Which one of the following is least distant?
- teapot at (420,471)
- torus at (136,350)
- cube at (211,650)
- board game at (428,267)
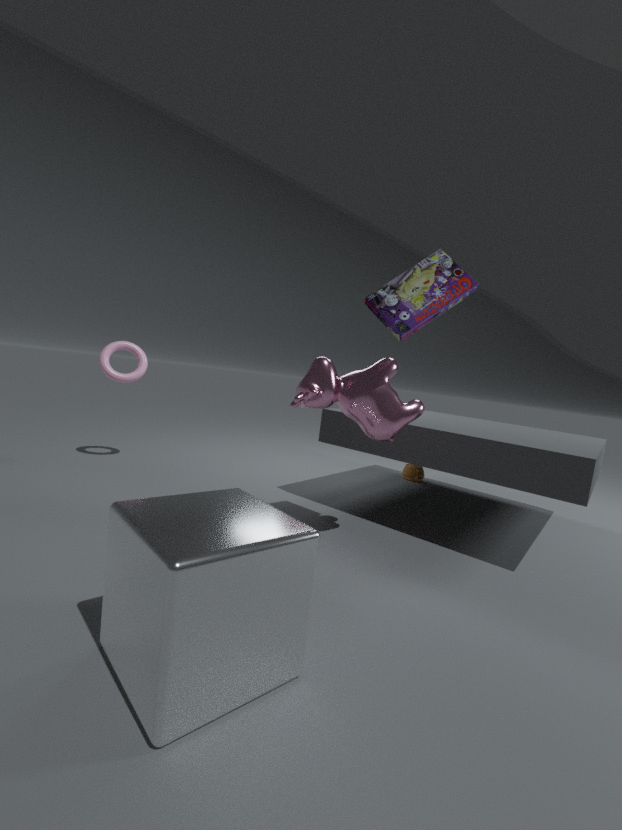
A: cube at (211,650)
